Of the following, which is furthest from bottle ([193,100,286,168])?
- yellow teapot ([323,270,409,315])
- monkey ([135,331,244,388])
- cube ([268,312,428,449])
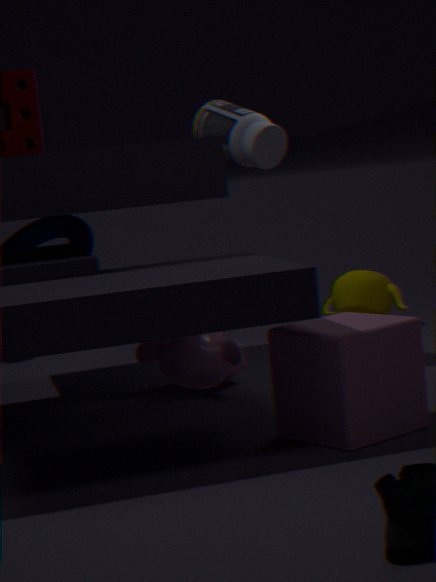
yellow teapot ([323,270,409,315])
